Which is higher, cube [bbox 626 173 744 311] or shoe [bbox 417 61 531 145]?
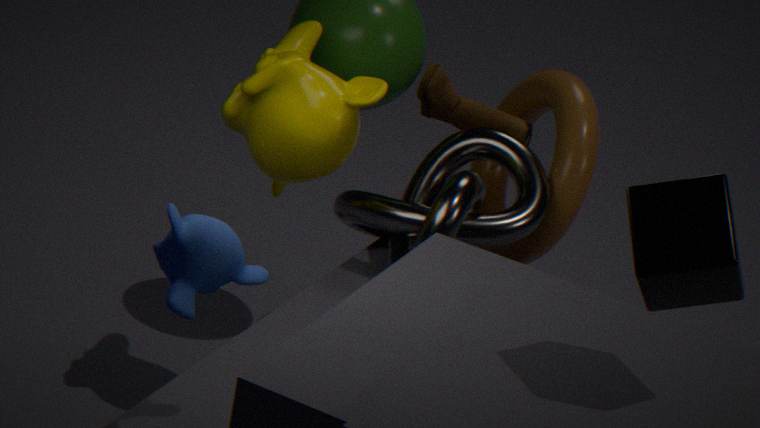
cube [bbox 626 173 744 311]
